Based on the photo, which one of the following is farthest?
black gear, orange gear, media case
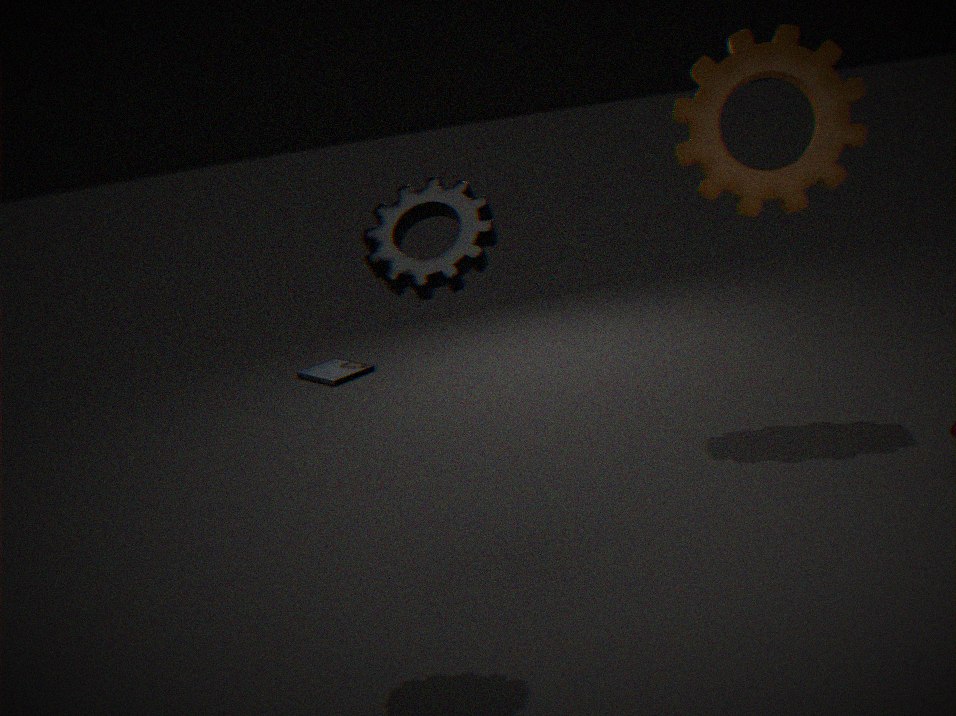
media case
